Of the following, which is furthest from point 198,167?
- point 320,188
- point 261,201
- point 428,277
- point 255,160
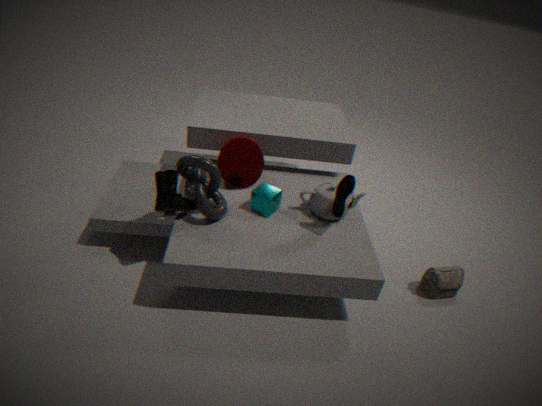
point 428,277
